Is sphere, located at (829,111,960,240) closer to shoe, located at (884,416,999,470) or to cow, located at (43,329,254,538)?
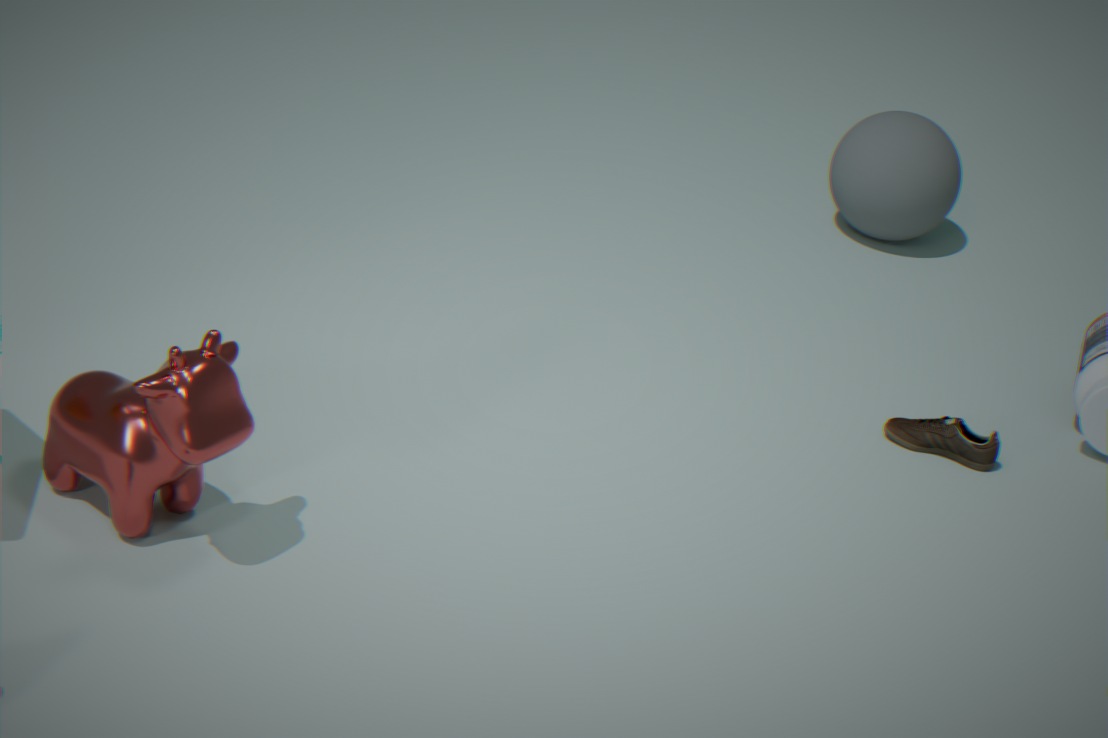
shoe, located at (884,416,999,470)
